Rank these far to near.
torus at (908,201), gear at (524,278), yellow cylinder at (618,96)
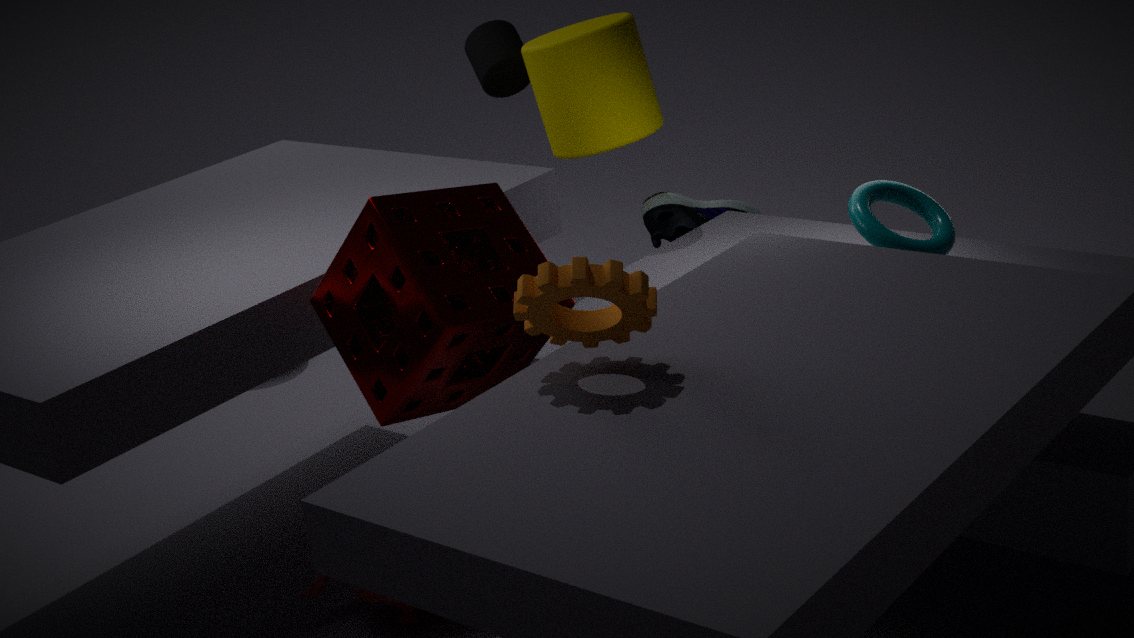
yellow cylinder at (618,96)
torus at (908,201)
gear at (524,278)
